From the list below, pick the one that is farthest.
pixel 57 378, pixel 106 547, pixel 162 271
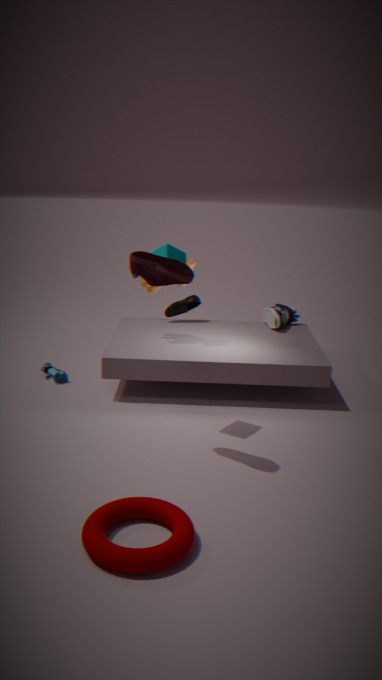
pixel 57 378
